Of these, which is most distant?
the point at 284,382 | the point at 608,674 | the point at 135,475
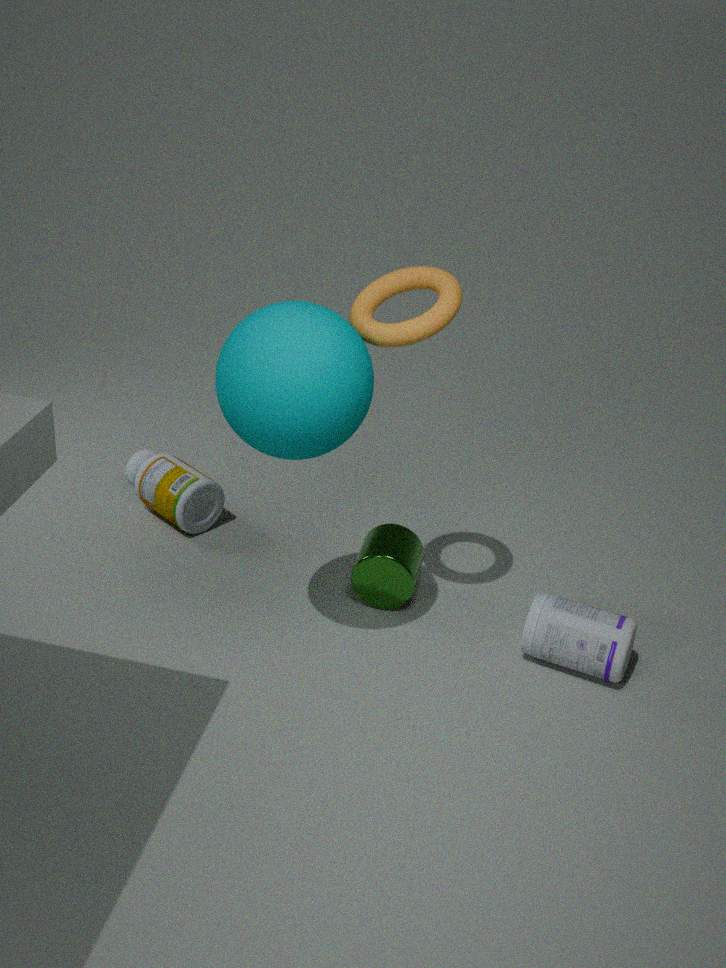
the point at 135,475
